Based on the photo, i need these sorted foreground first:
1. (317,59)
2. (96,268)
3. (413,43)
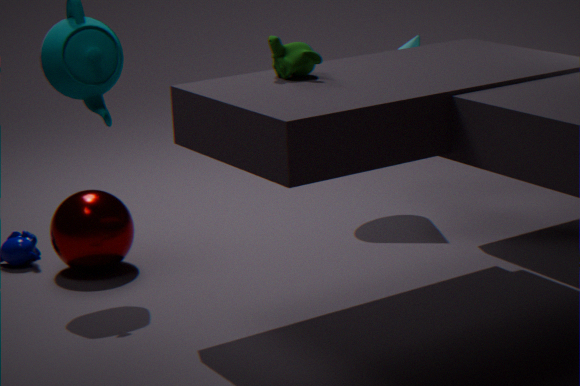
1. (317,59)
2. (96,268)
3. (413,43)
